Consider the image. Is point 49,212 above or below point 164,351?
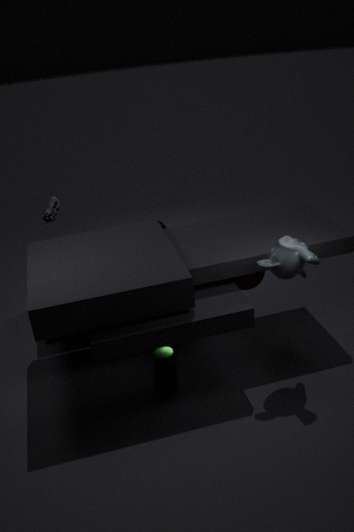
above
